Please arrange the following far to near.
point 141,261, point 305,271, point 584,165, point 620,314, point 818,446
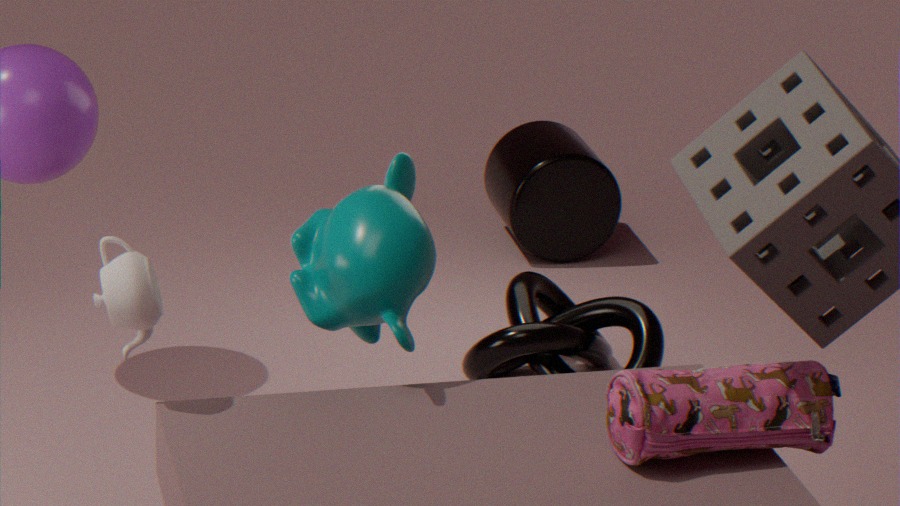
point 584,165 → point 620,314 → point 305,271 → point 141,261 → point 818,446
